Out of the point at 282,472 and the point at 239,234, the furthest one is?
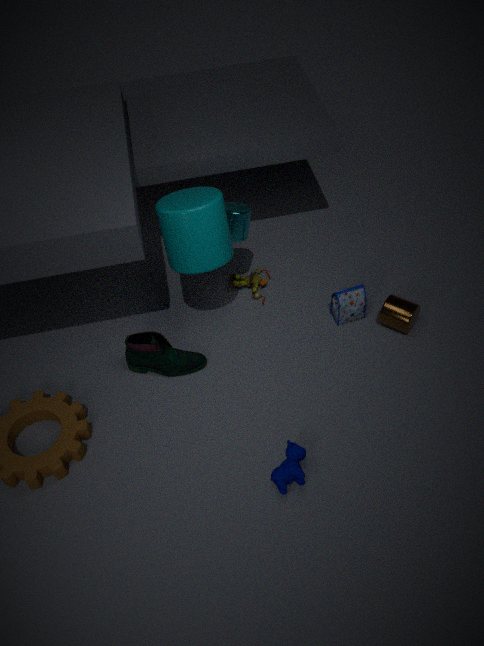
the point at 239,234
